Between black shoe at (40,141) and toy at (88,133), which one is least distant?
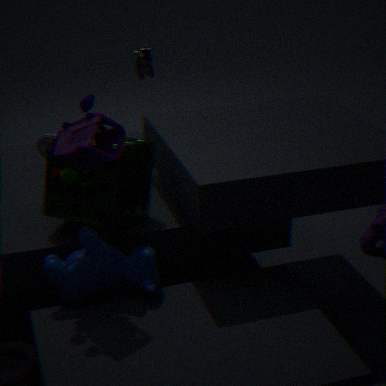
toy at (88,133)
